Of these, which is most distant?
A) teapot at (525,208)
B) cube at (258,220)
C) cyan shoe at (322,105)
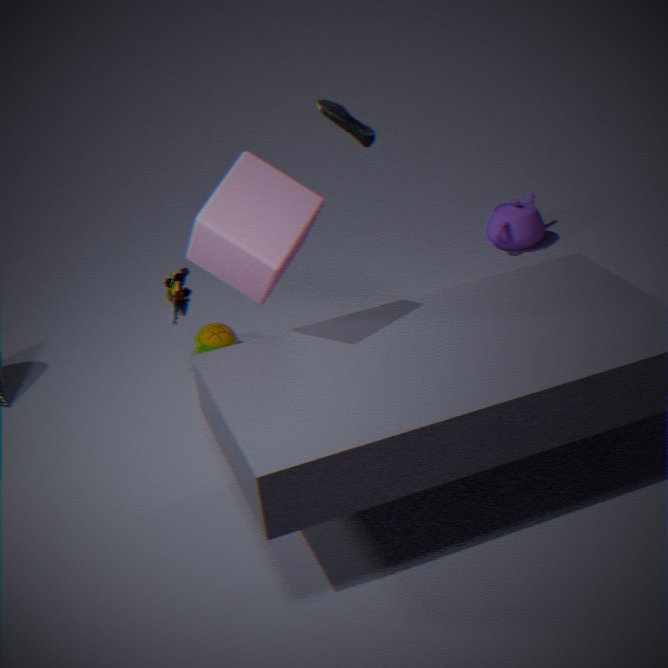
teapot at (525,208)
